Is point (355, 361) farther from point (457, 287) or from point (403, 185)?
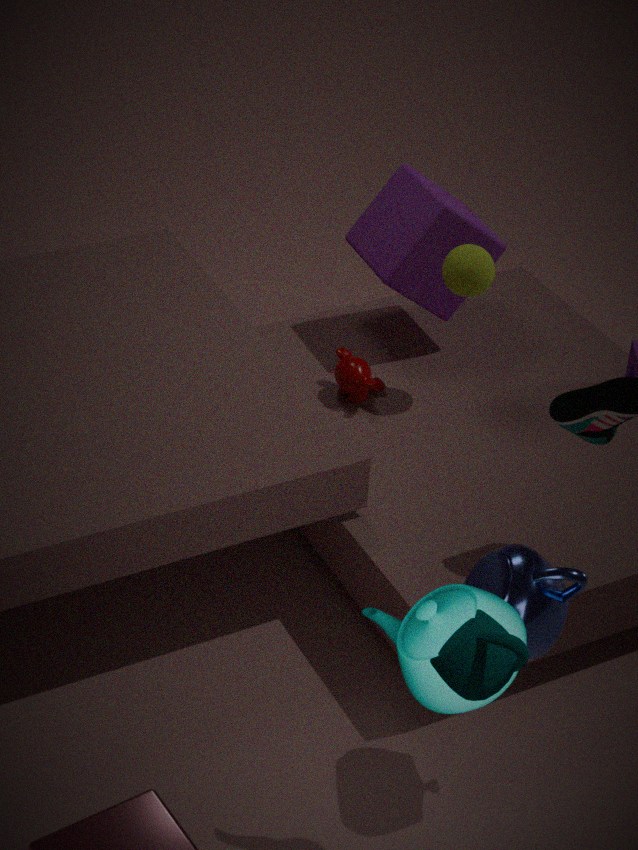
point (403, 185)
